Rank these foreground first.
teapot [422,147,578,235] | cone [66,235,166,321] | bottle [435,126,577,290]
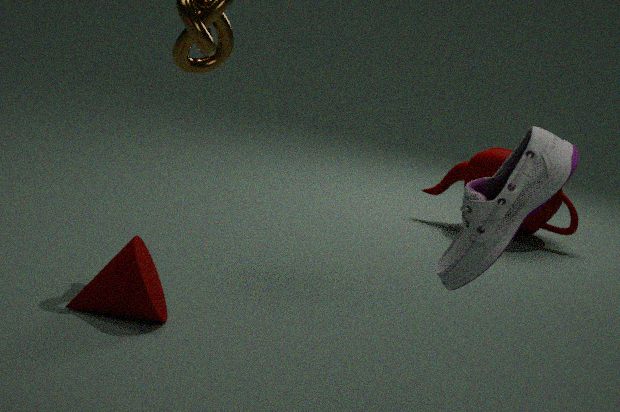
1. bottle [435,126,577,290]
2. cone [66,235,166,321]
3. teapot [422,147,578,235]
